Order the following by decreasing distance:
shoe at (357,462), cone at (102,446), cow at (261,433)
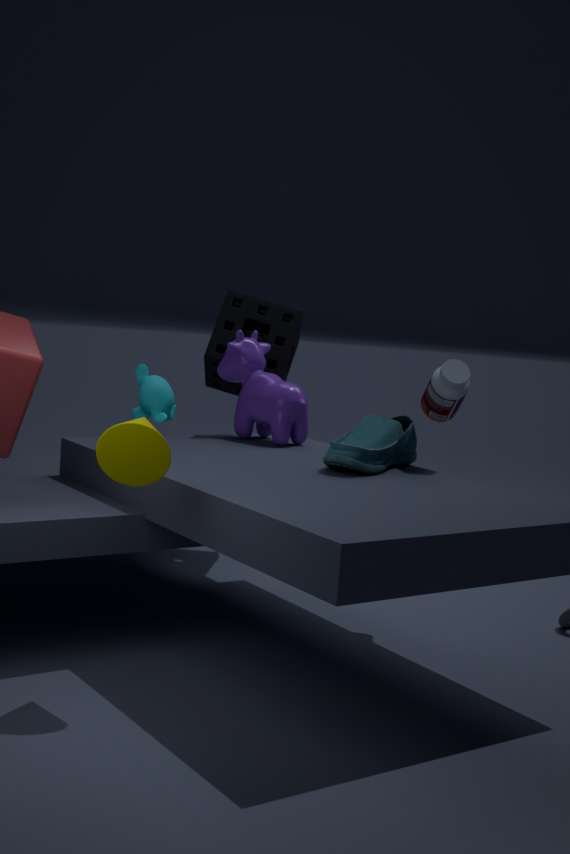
cow at (261,433), shoe at (357,462), cone at (102,446)
